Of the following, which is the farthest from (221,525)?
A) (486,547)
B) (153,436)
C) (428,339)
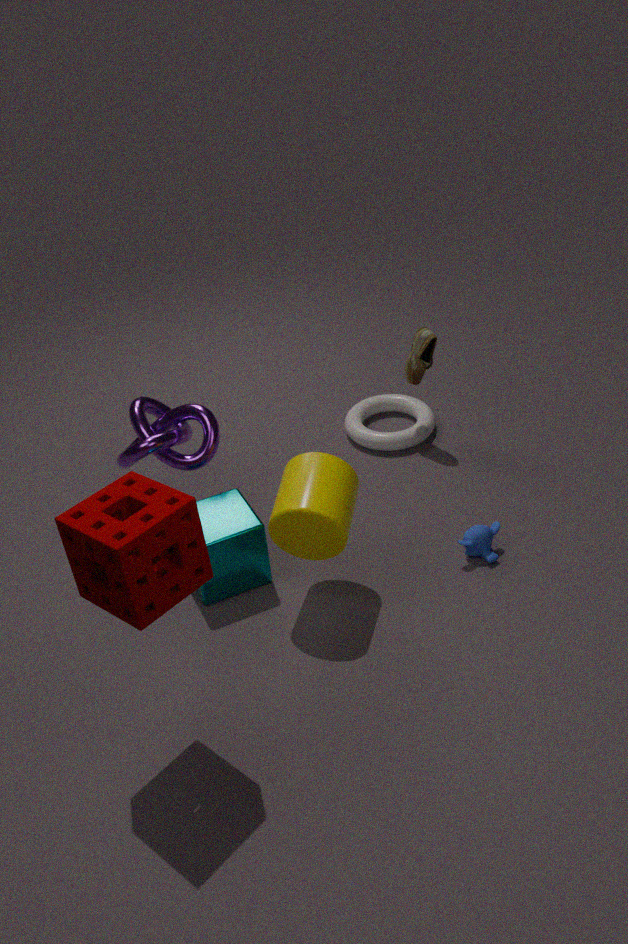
(428,339)
